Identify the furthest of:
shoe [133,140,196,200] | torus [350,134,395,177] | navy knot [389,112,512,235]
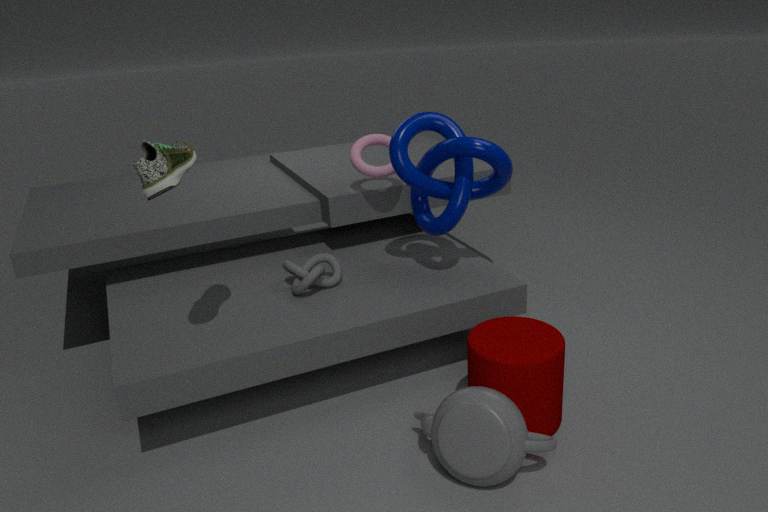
torus [350,134,395,177]
